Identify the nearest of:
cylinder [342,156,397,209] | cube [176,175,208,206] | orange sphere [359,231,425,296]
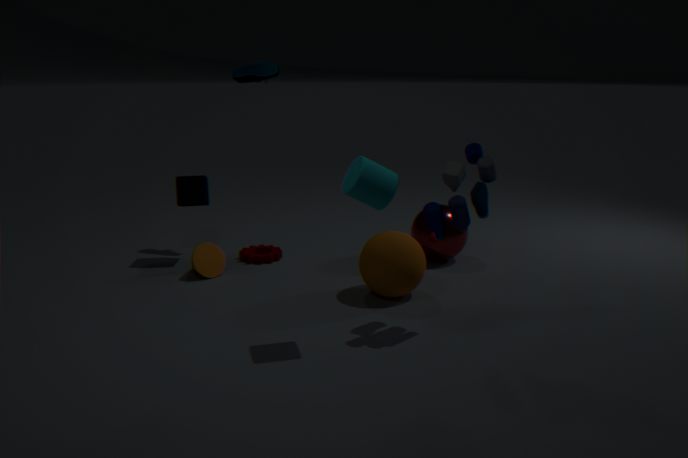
cylinder [342,156,397,209]
